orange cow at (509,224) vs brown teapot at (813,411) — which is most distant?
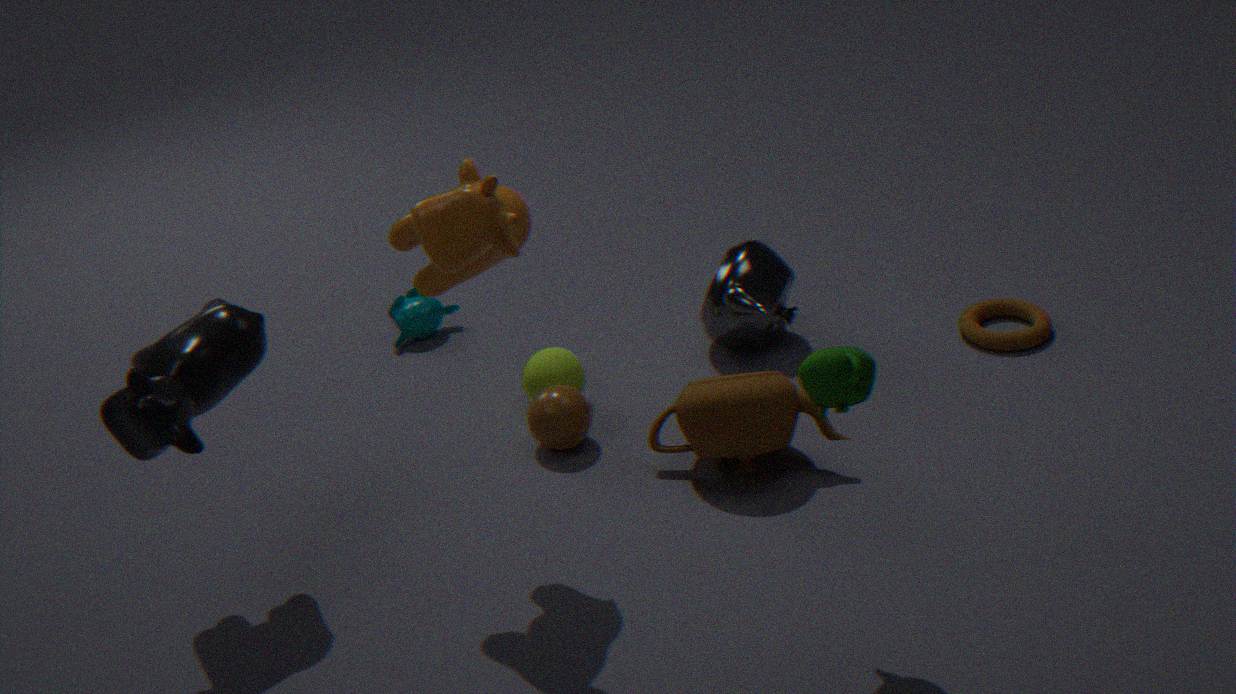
brown teapot at (813,411)
